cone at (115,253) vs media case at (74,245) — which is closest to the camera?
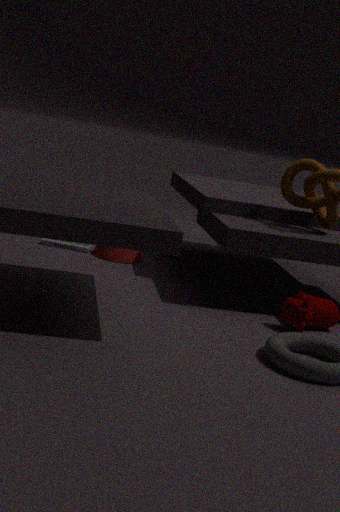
cone at (115,253)
